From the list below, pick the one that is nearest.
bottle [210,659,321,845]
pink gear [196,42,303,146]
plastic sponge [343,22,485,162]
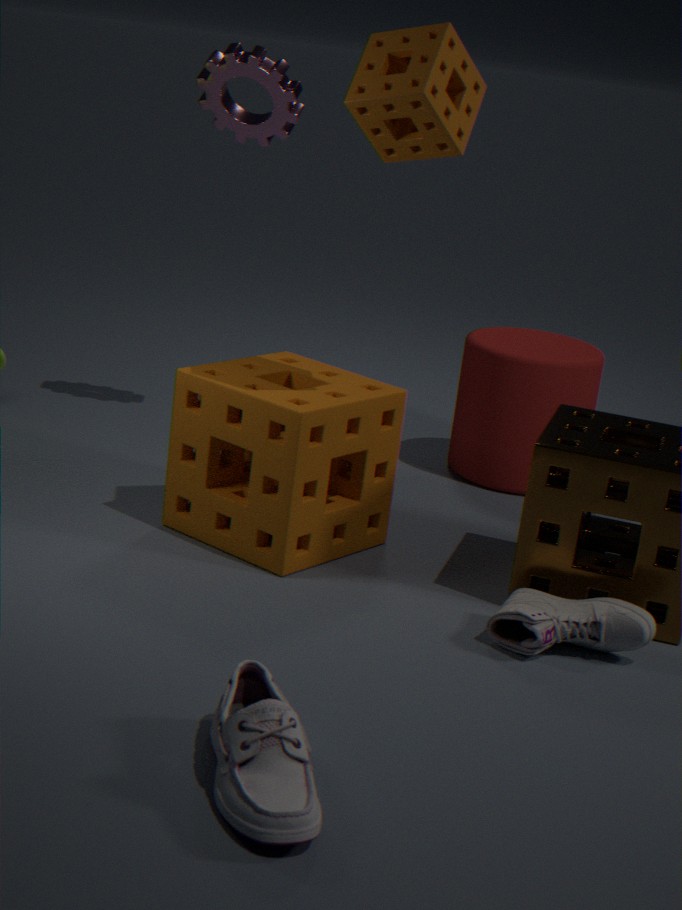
bottle [210,659,321,845]
